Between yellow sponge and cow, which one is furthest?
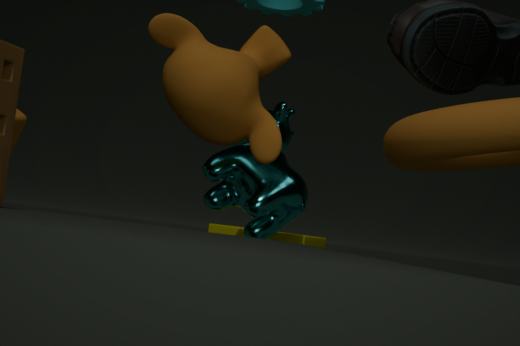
yellow sponge
